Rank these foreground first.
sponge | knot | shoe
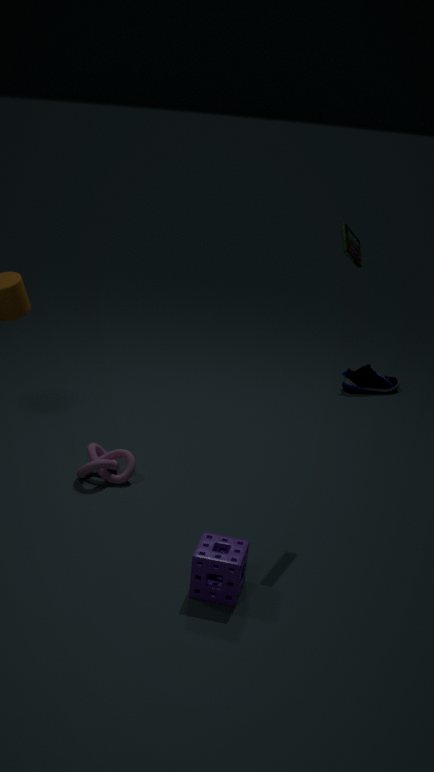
sponge → knot → shoe
